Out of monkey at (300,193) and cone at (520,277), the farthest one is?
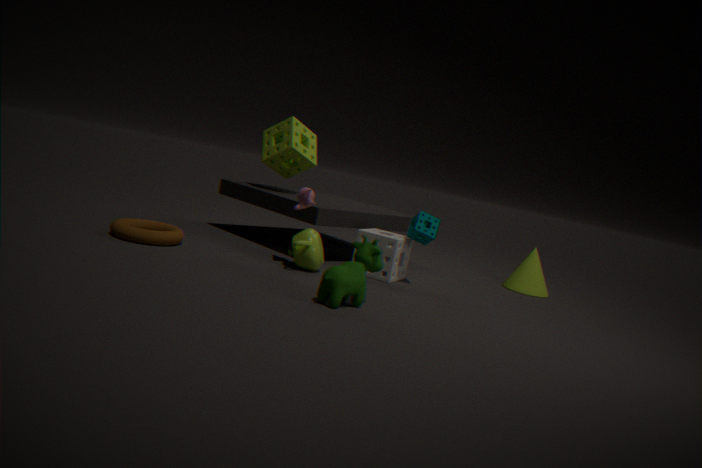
cone at (520,277)
